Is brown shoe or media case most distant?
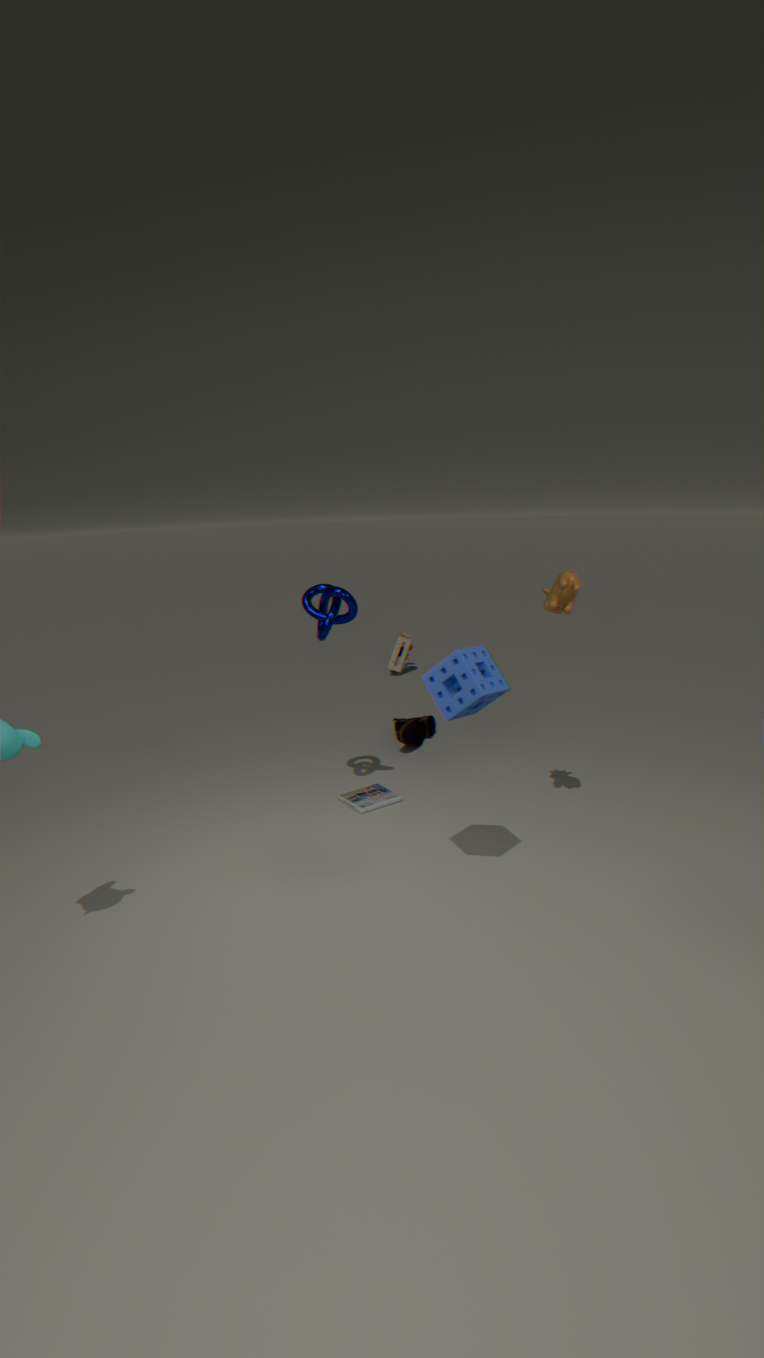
brown shoe
